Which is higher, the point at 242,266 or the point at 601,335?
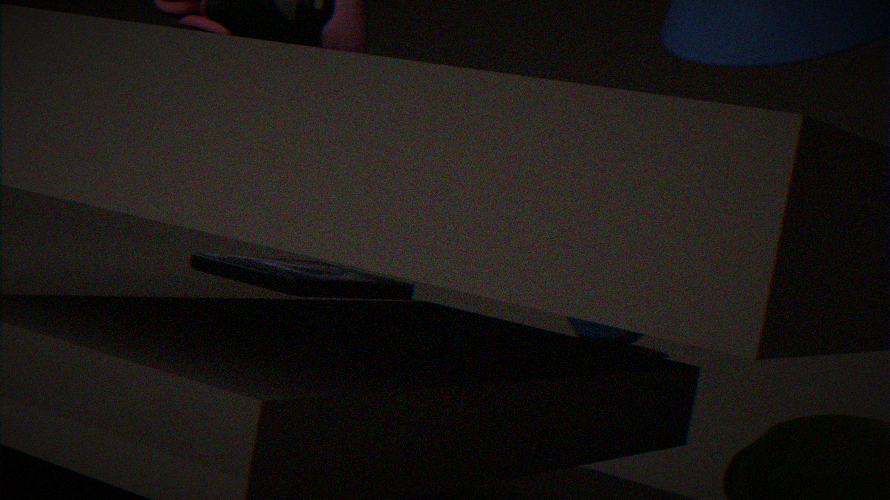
the point at 242,266
